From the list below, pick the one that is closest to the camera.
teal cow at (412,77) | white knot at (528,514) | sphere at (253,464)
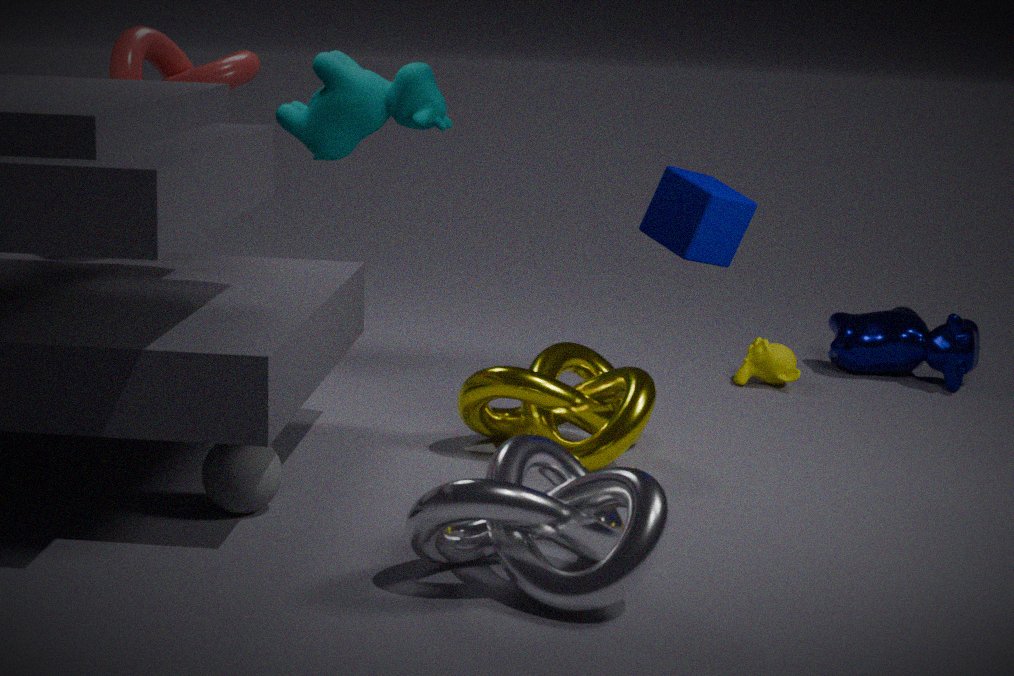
A: white knot at (528,514)
